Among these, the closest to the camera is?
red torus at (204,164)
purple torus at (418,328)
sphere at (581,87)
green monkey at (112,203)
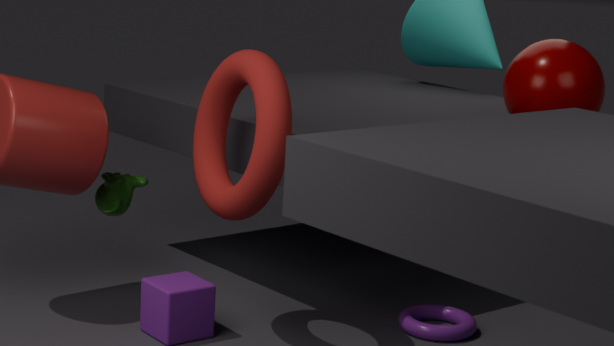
red torus at (204,164)
